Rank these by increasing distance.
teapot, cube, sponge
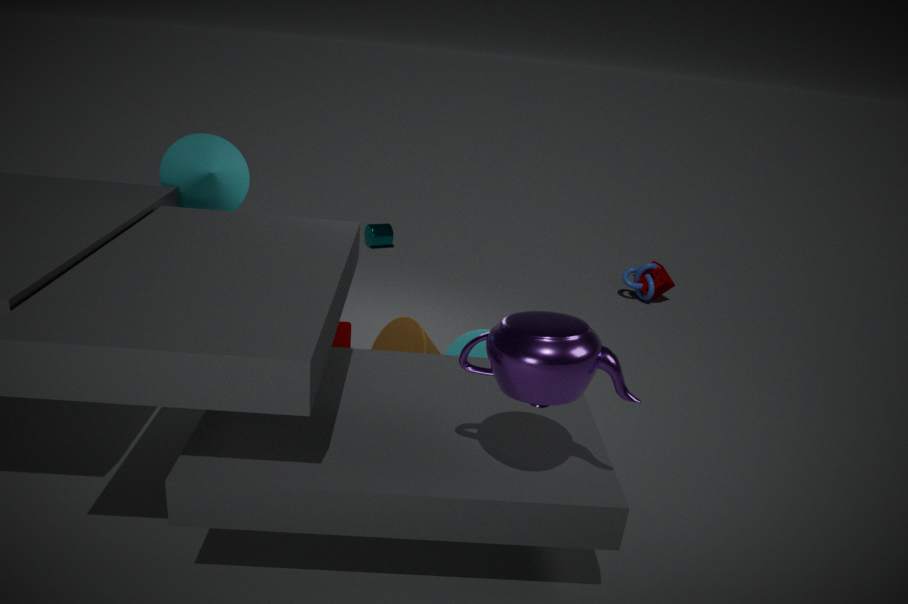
teapot < cube < sponge
